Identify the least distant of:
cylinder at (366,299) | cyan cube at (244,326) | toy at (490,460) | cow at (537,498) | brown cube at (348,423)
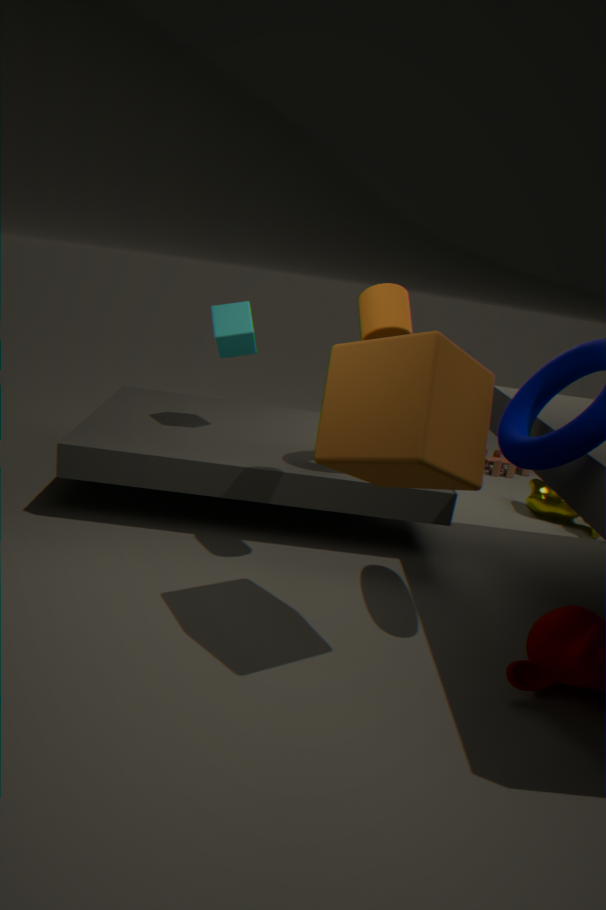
brown cube at (348,423)
